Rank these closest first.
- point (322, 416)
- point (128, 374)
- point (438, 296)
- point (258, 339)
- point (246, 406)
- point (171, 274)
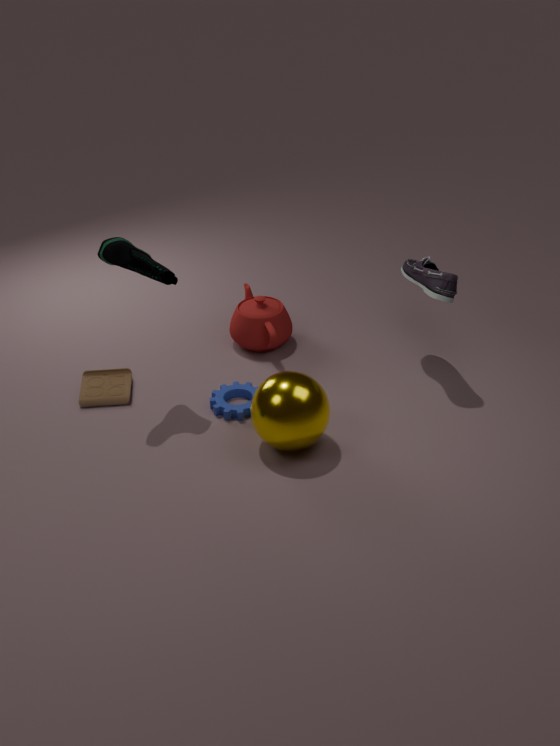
point (322, 416) → point (171, 274) → point (438, 296) → point (246, 406) → point (128, 374) → point (258, 339)
